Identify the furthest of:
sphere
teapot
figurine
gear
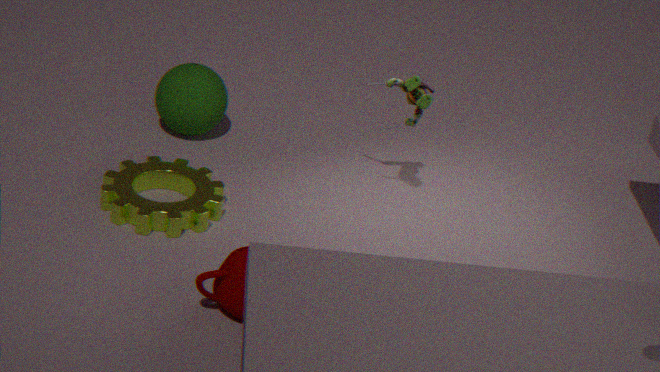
sphere
